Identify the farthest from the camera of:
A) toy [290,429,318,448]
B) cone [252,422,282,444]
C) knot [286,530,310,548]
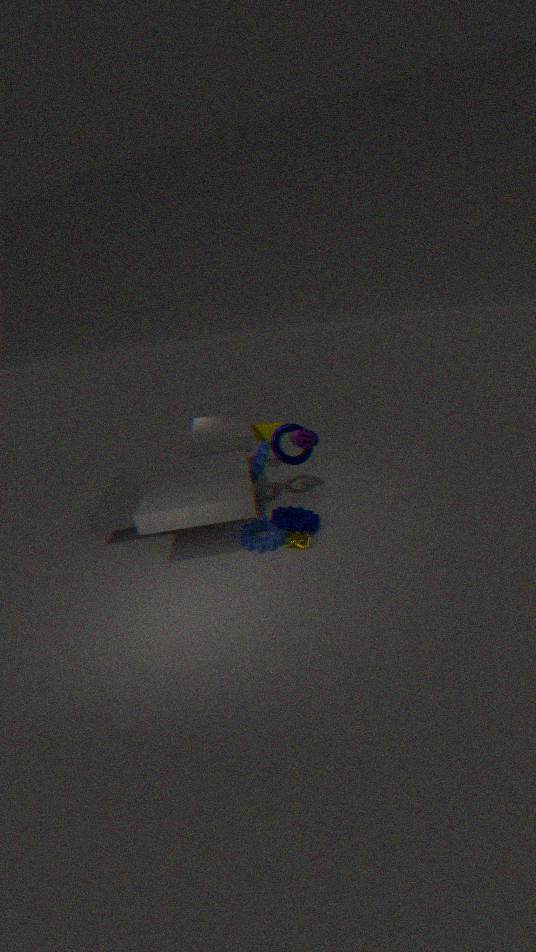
cone [252,422,282,444]
